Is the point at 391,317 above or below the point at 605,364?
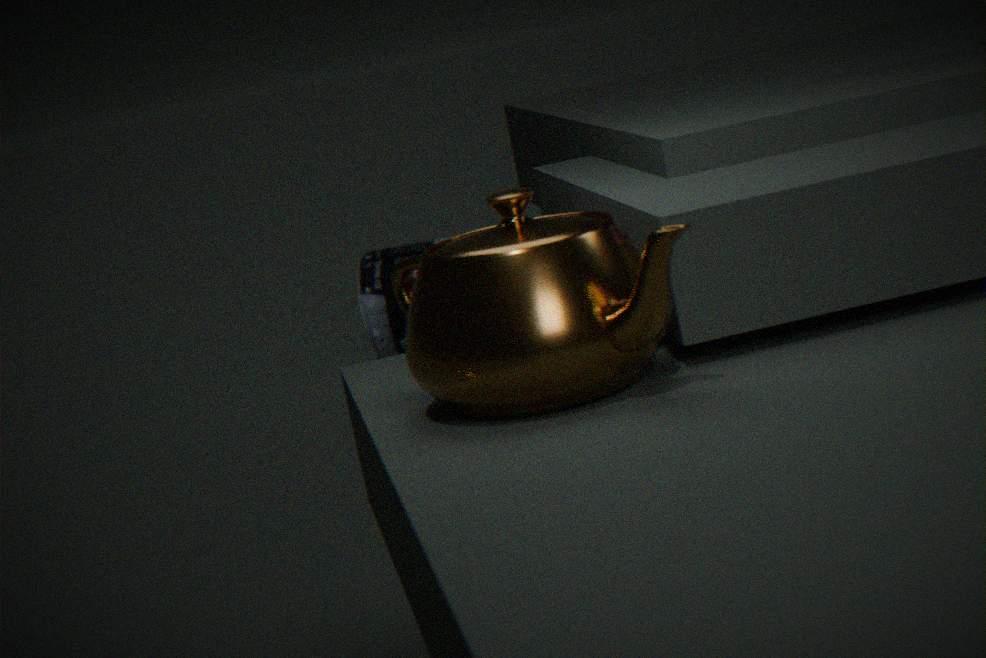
below
